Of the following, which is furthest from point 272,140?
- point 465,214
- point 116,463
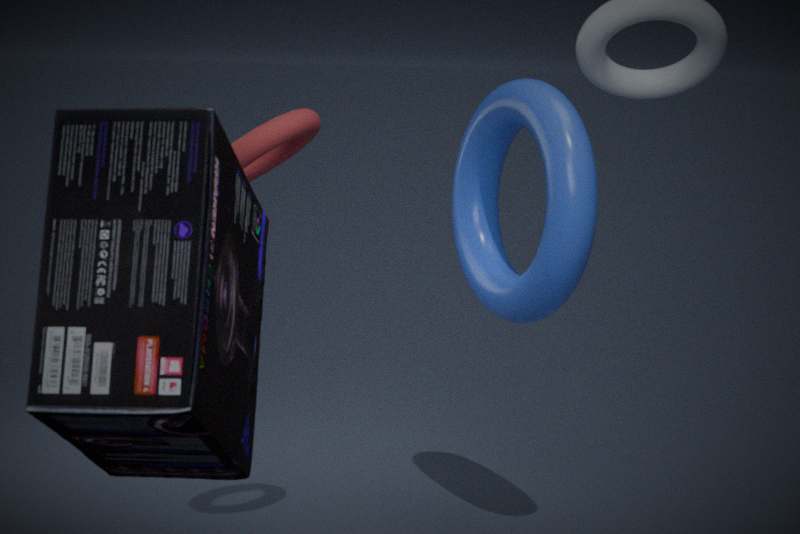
point 116,463
